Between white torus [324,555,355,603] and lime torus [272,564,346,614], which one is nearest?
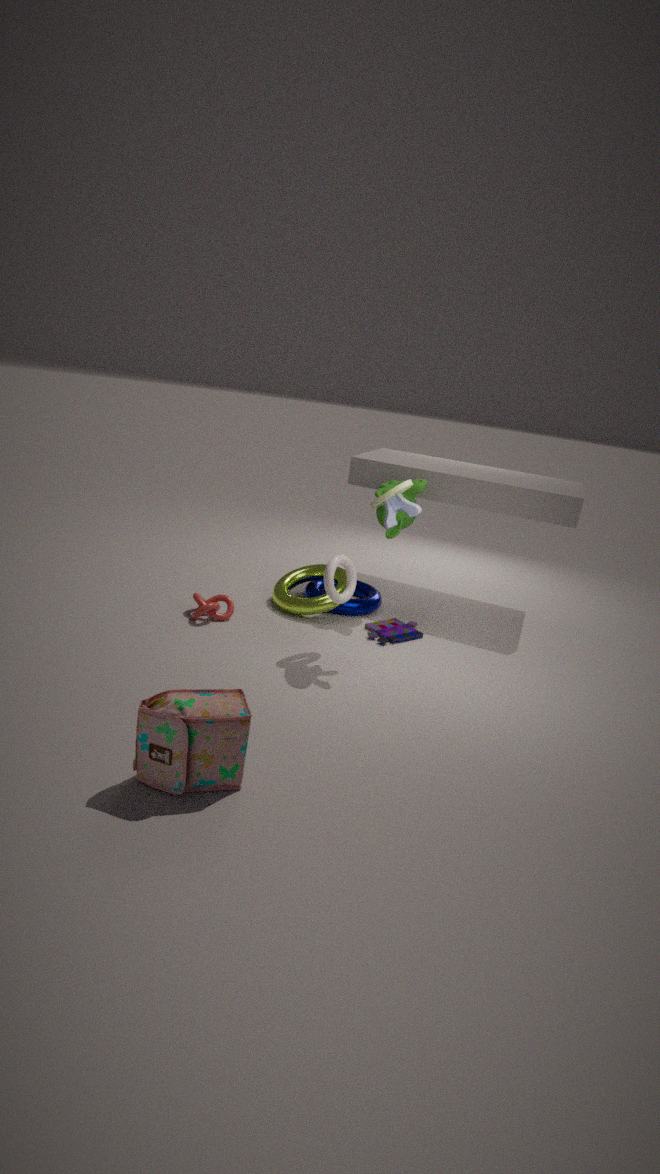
white torus [324,555,355,603]
